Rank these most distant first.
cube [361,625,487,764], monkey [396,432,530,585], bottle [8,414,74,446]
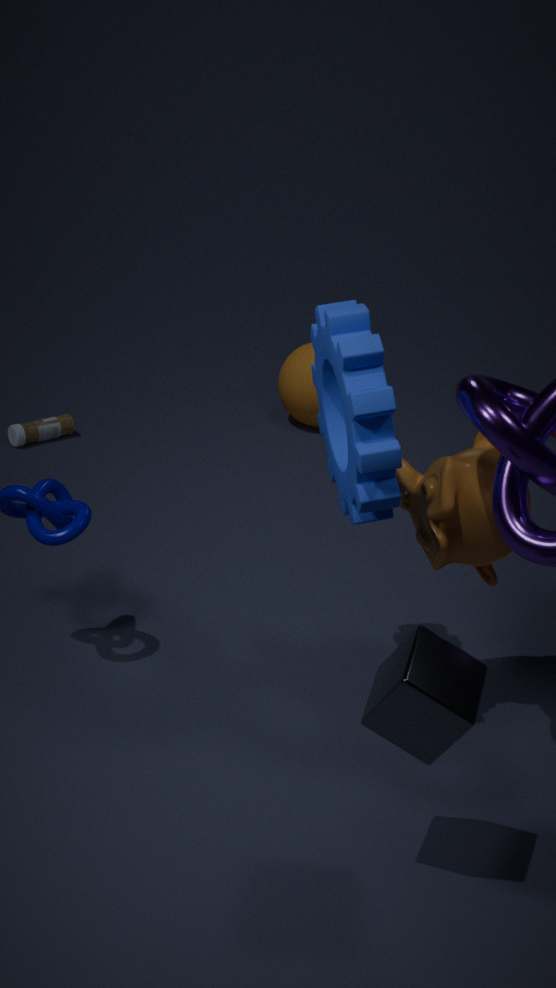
1. bottle [8,414,74,446]
2. monkey [396,432,530,585]
3. cube [361,625,487,764]
